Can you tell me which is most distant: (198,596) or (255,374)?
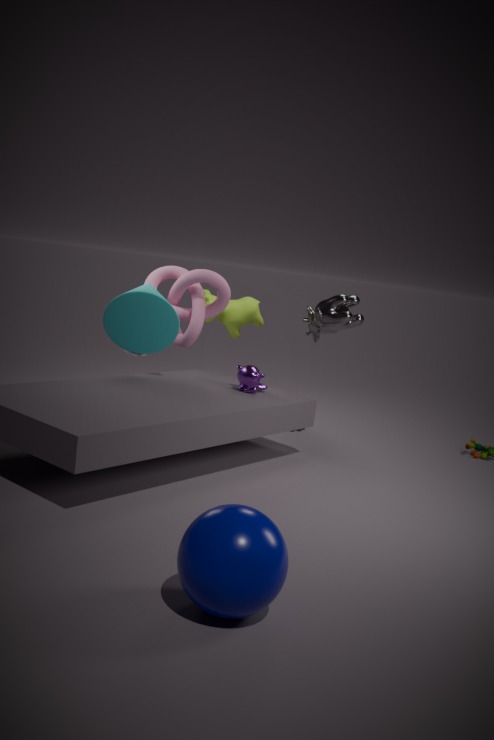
(255,374)
